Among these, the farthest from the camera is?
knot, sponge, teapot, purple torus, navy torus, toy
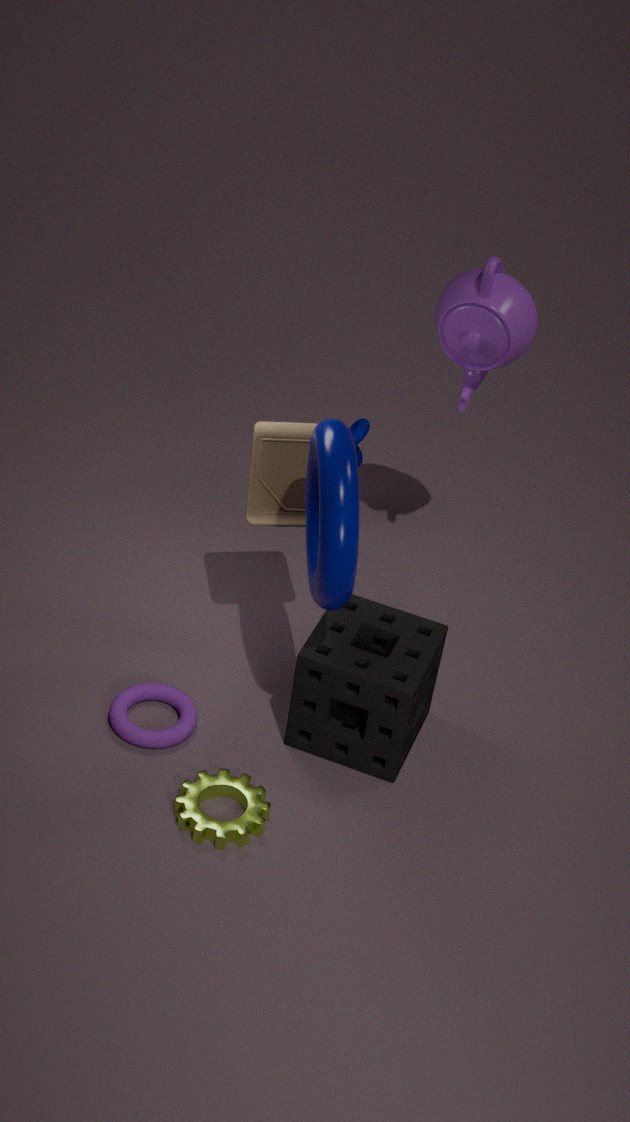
knot
